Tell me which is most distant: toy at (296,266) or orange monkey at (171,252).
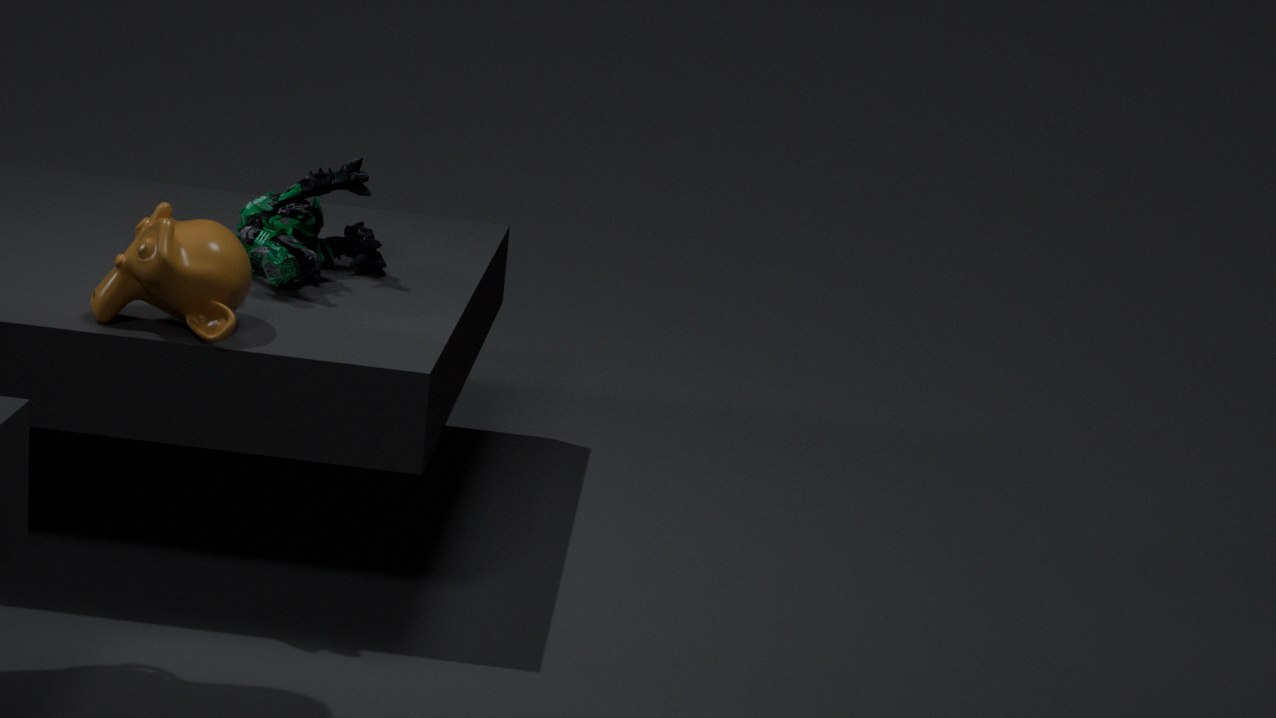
toy at (296,266)
